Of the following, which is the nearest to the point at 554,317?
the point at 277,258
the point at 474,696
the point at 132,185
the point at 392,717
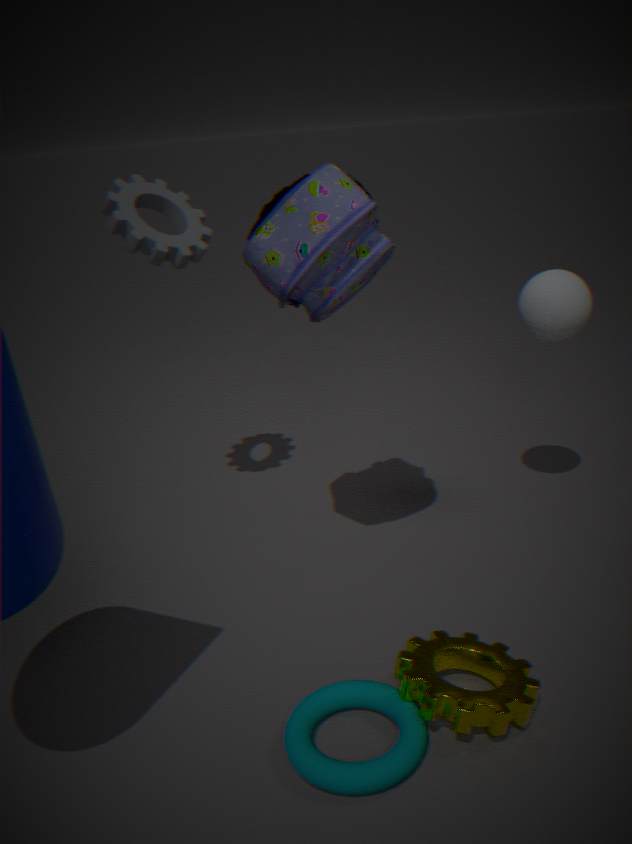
the point at 277,258
